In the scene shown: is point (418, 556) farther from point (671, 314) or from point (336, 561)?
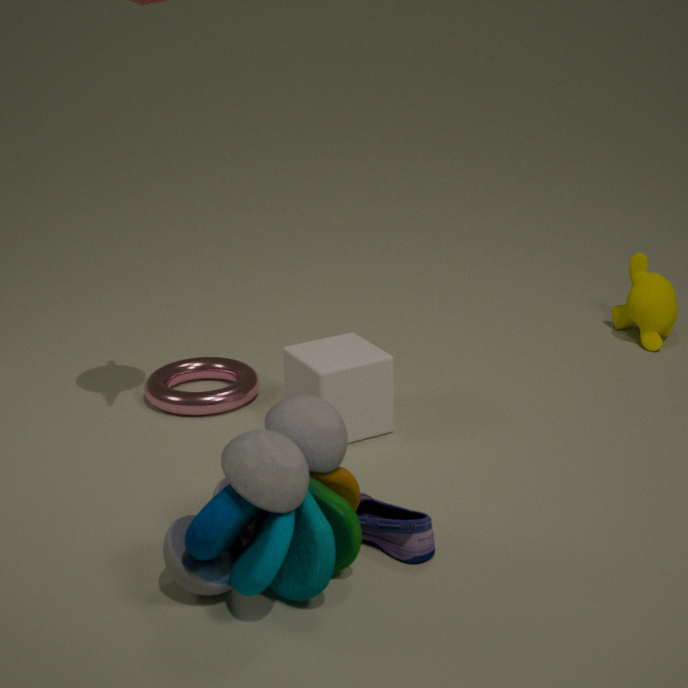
point (671, 314)
